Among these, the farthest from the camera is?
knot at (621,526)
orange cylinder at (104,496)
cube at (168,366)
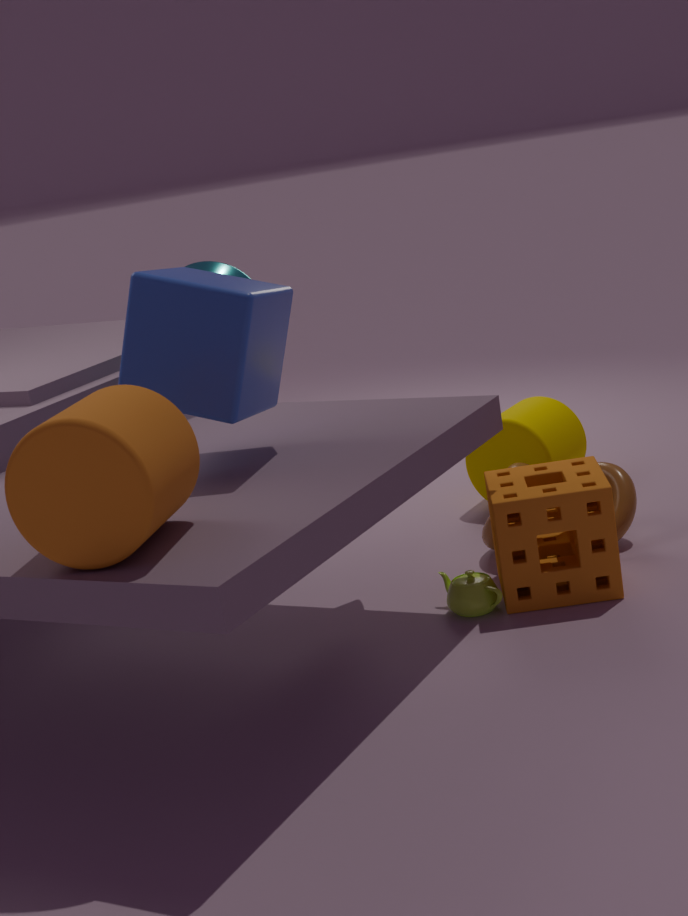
knot at (621,526)
